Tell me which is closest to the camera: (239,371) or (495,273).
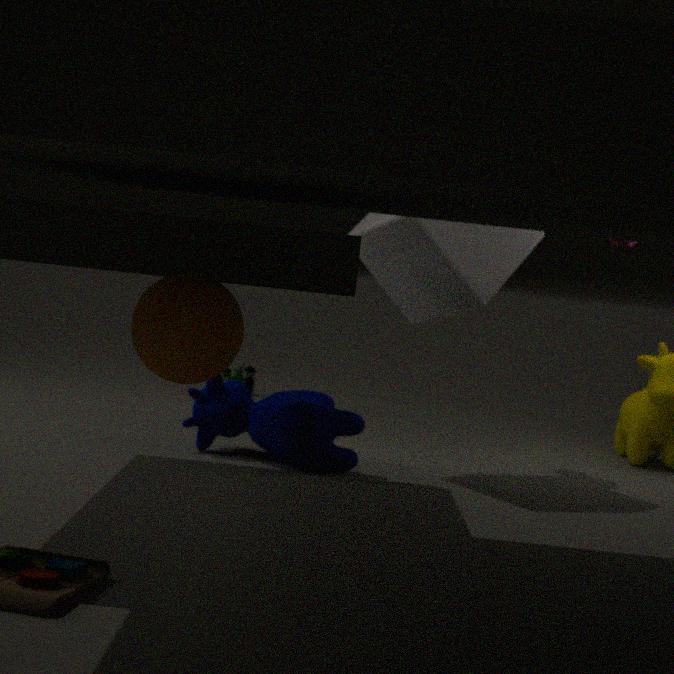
(495,273)
